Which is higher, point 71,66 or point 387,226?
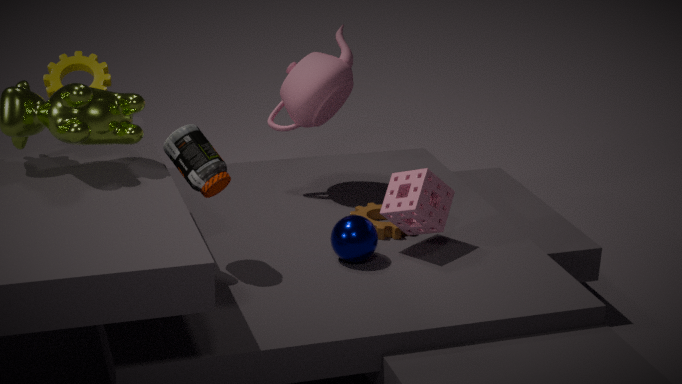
point 71,66
